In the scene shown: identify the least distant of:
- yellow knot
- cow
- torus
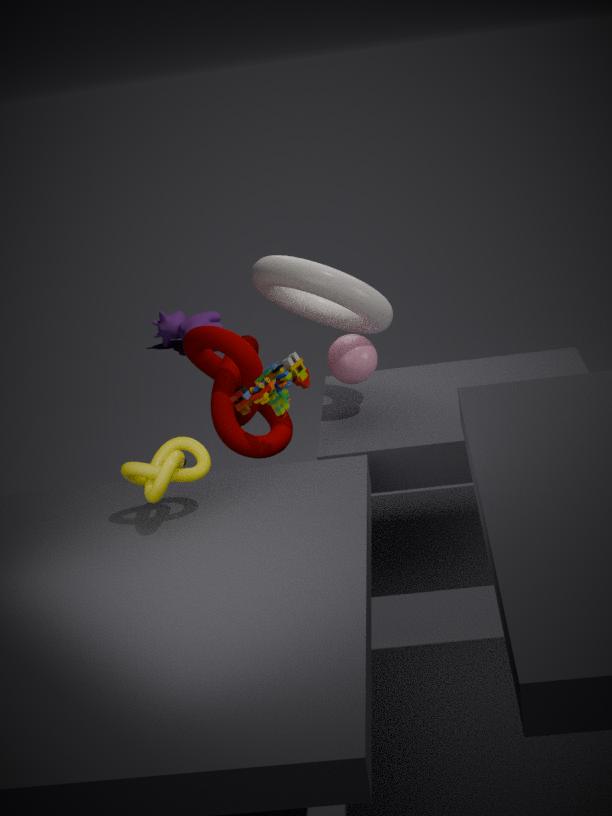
yellow knot
